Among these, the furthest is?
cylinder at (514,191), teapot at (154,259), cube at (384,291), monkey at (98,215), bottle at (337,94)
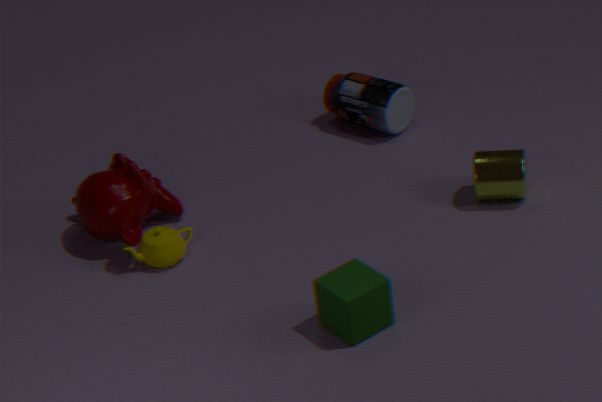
bottle at (337,94)
